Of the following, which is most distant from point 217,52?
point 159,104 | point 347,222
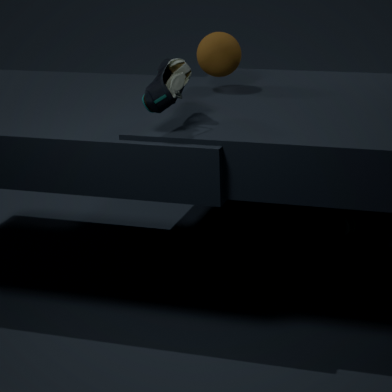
point 347,222
